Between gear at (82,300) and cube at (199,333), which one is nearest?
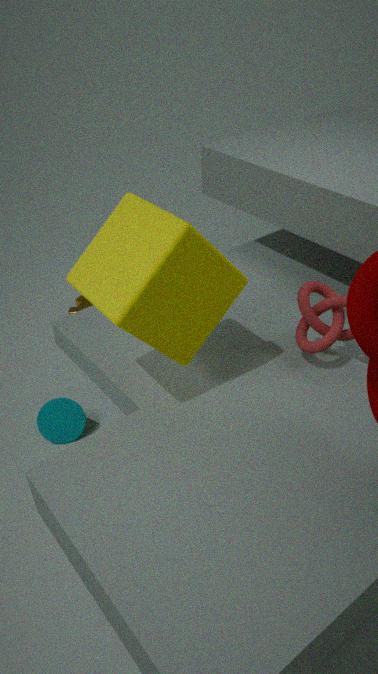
cube at (199,333)
